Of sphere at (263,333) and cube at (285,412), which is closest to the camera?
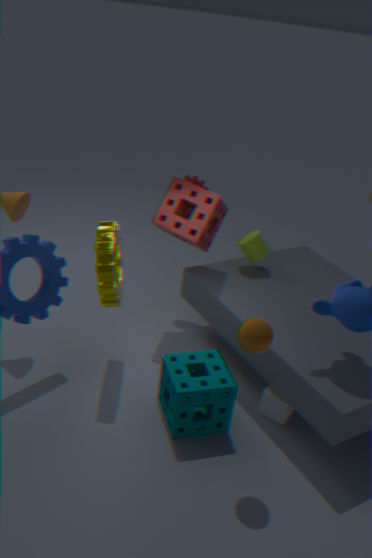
sphere at (263,333)
